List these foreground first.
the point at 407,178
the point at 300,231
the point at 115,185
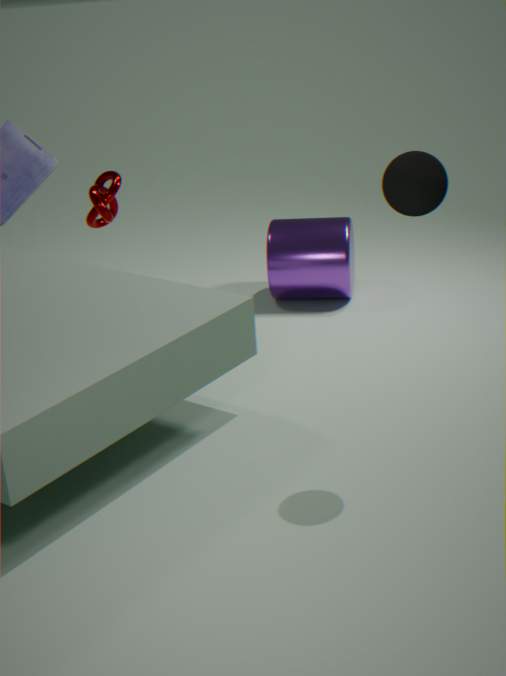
the point at 407,178
the point at 300,231
the point at 115,185
